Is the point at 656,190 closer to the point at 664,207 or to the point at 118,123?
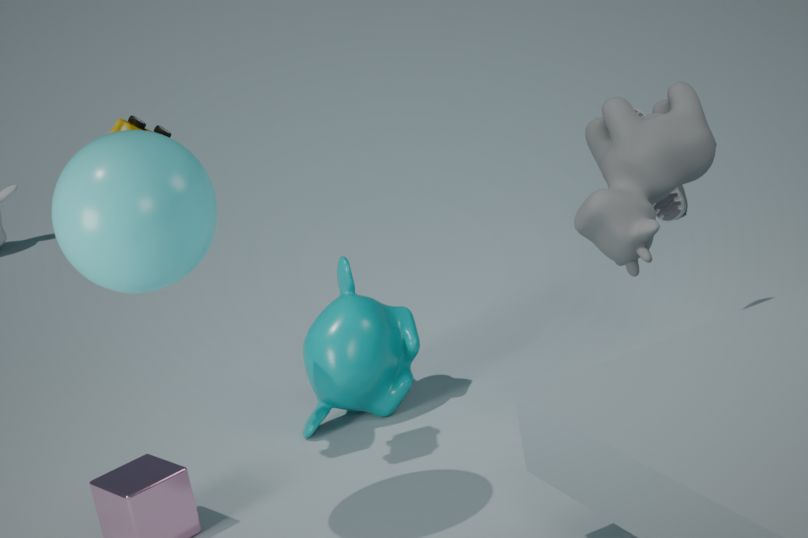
the point at 664,207
